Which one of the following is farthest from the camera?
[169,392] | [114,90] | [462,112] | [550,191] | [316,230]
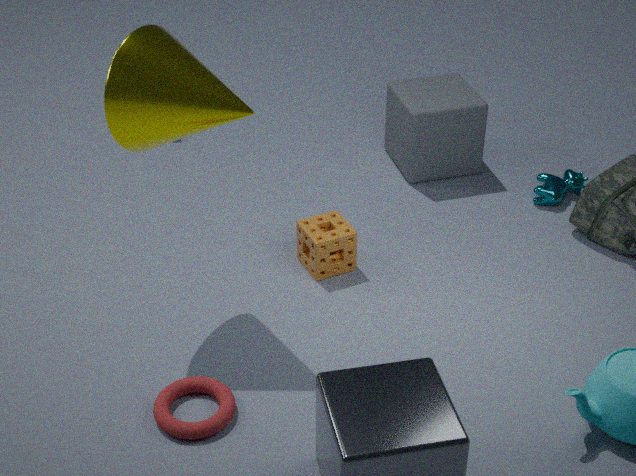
[462,112]
